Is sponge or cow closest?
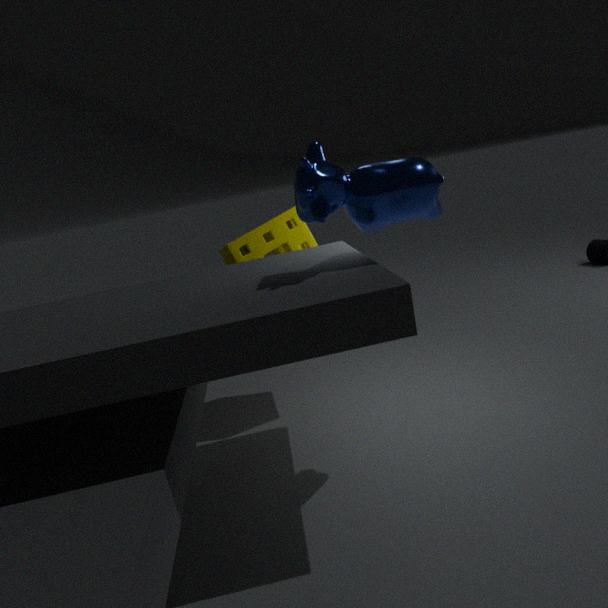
cow
